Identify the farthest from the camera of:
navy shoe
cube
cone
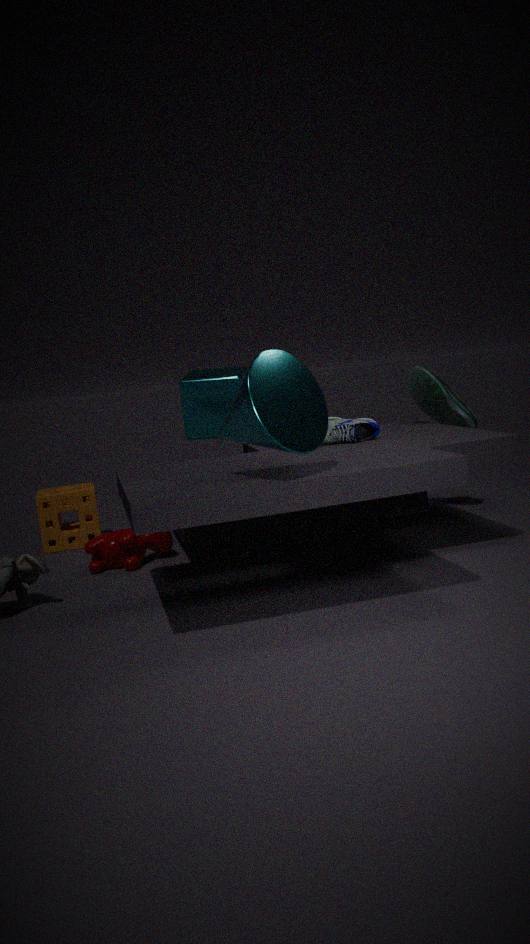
cube
